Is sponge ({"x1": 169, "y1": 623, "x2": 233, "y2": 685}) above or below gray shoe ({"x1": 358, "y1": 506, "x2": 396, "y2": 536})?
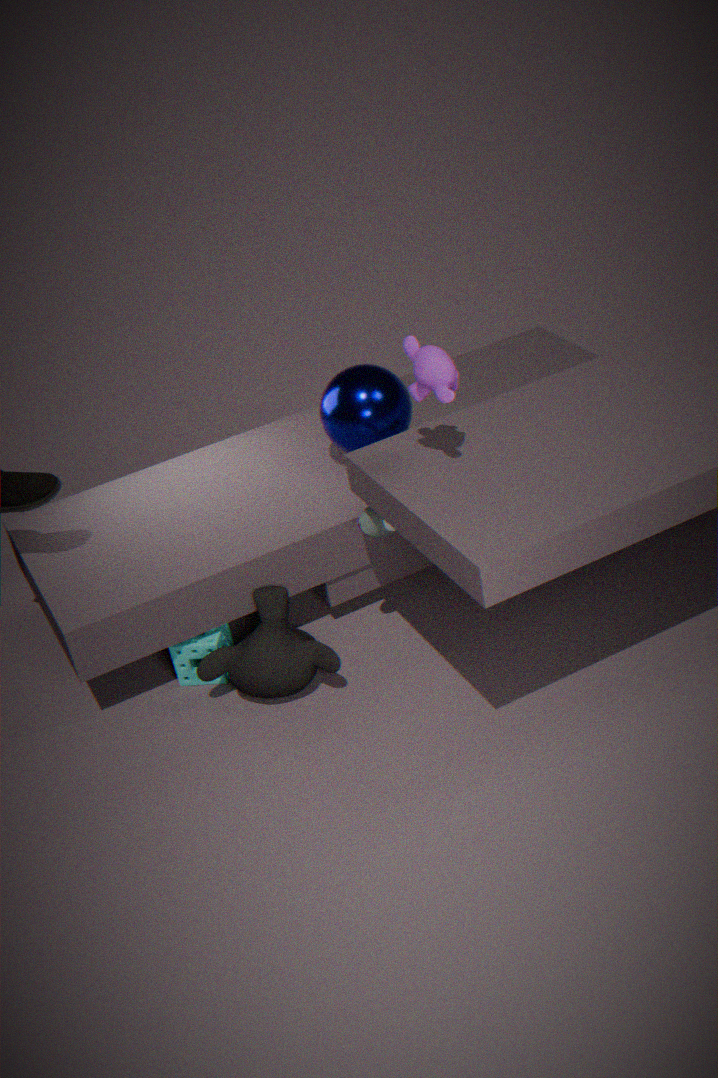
below
